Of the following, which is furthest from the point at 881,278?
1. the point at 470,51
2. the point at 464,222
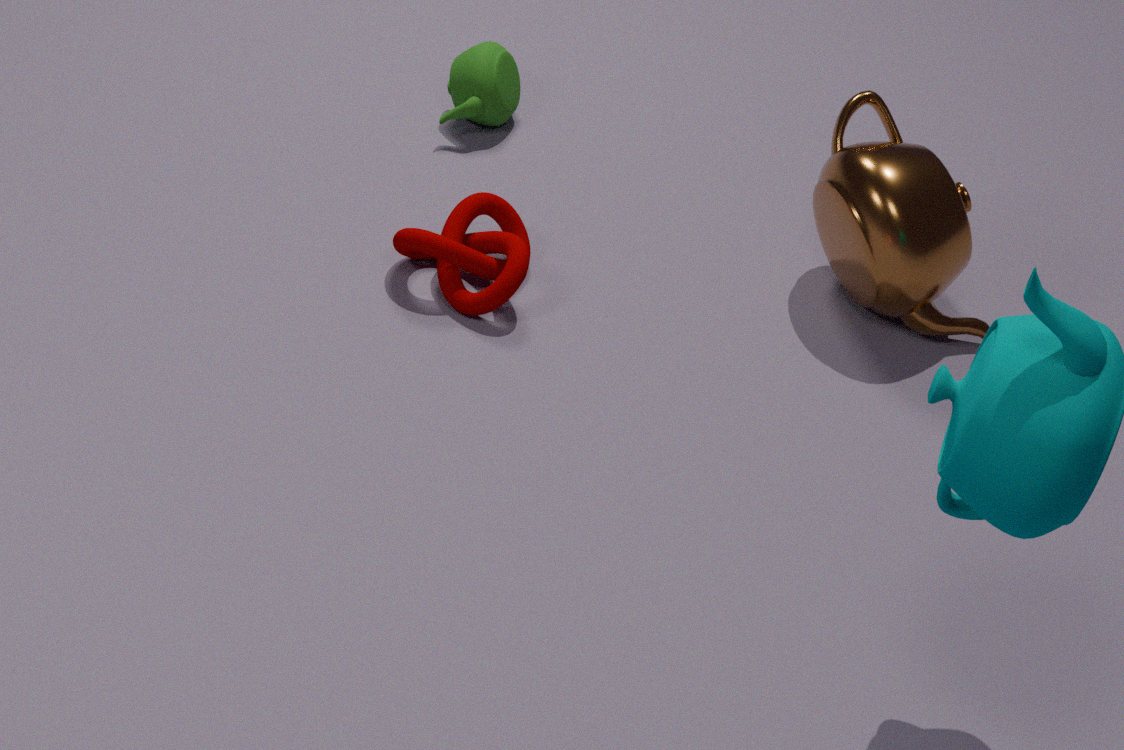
the point at 470,51
